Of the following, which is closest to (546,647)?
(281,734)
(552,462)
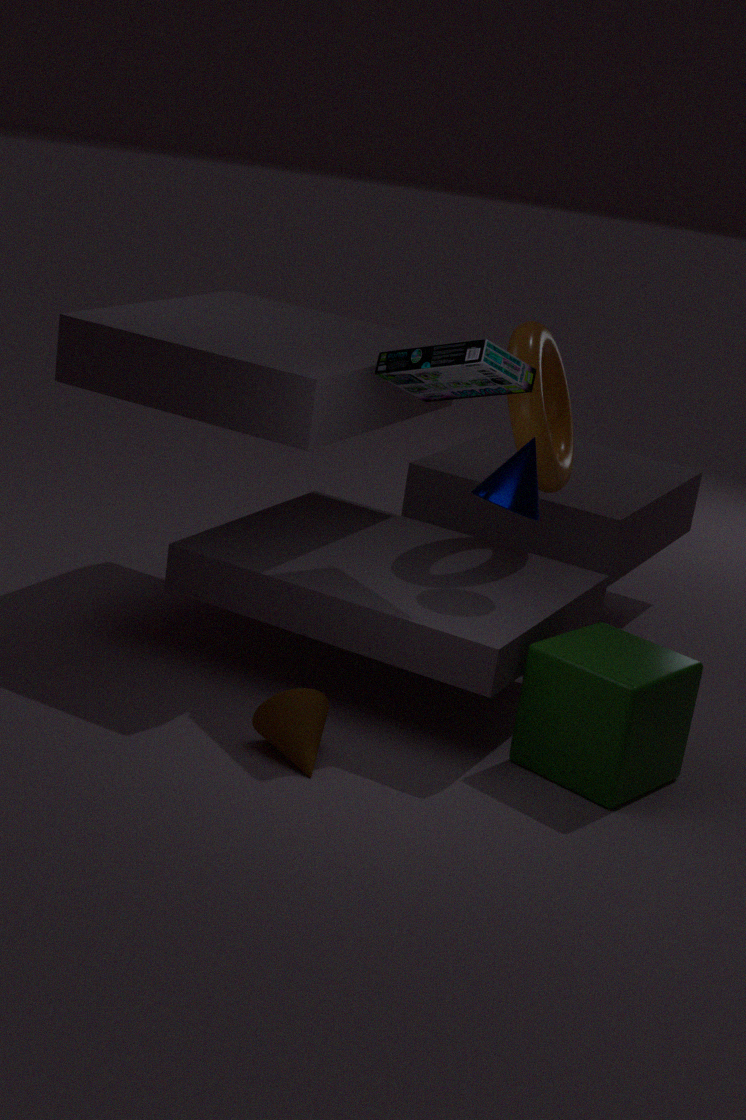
(281,734)
